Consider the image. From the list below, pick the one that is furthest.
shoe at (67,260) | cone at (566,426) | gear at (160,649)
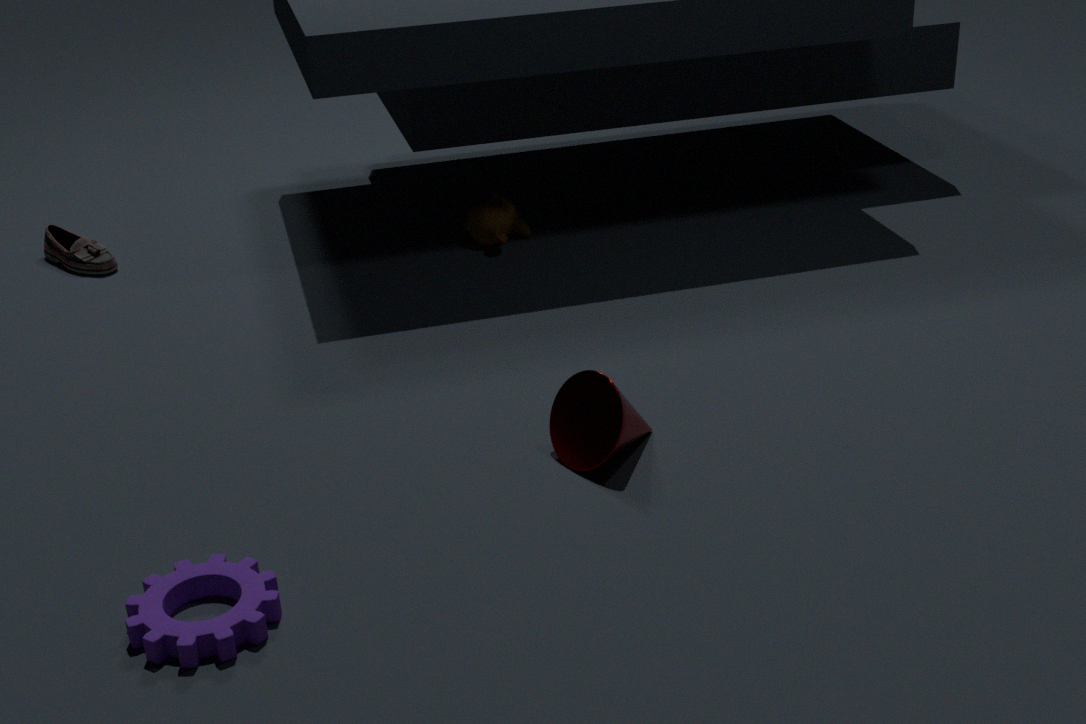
shoe at (67,260)
